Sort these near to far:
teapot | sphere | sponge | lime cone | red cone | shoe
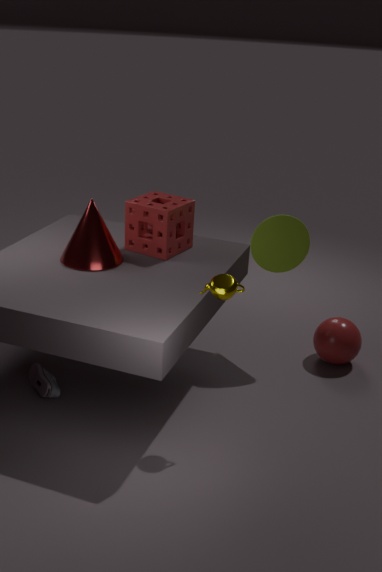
teapot → shoe → red cone → sponge → lime cone → sphere
